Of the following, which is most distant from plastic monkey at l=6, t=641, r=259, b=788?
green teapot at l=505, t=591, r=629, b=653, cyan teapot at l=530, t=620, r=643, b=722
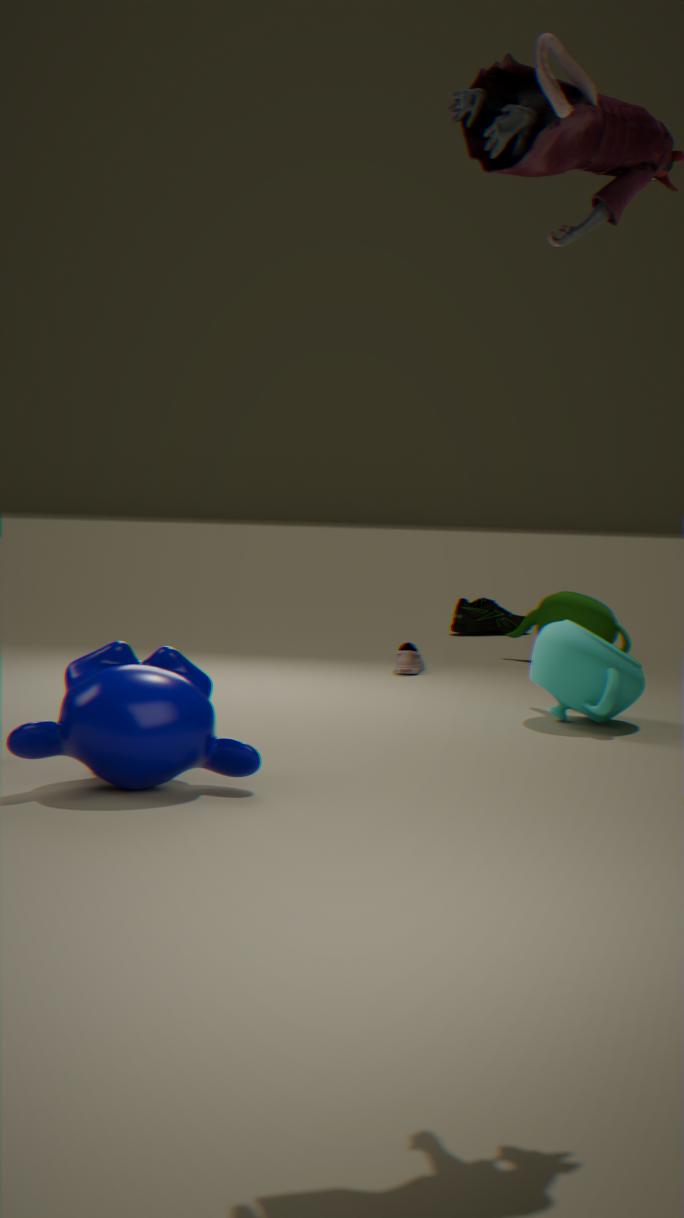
green teapot at l=505, t=591, r=629, b=653
